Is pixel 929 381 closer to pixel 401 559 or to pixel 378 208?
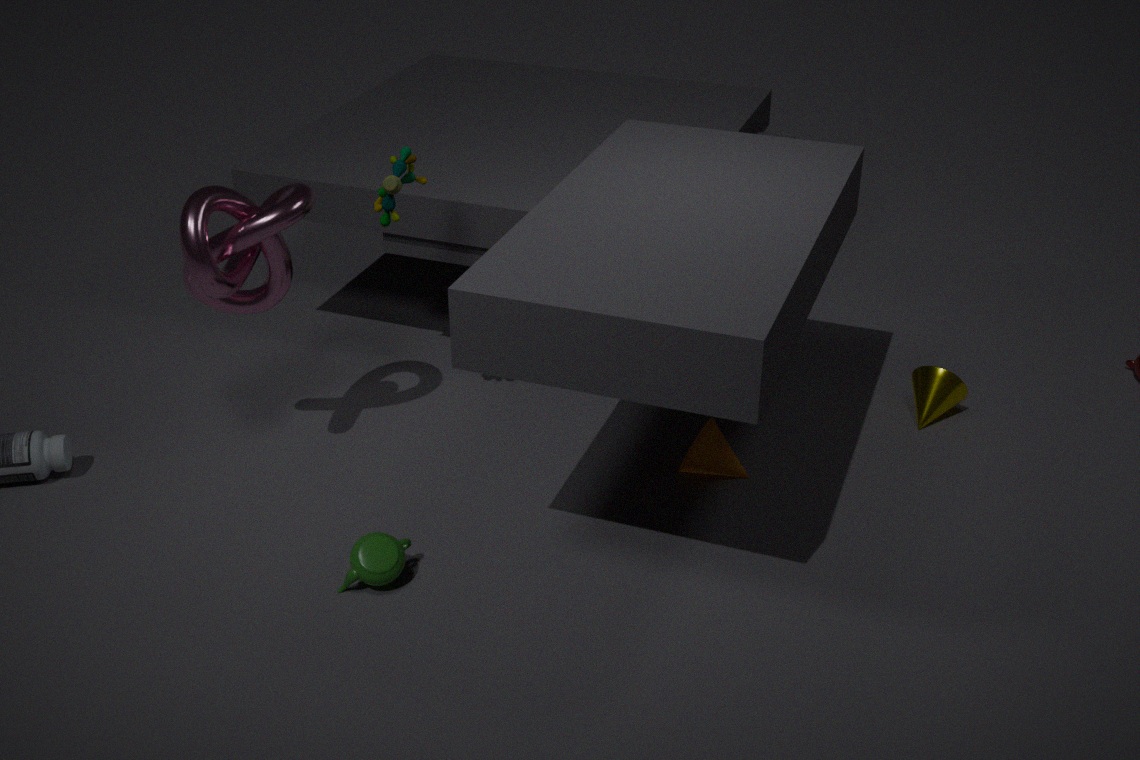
pixel 378 208
